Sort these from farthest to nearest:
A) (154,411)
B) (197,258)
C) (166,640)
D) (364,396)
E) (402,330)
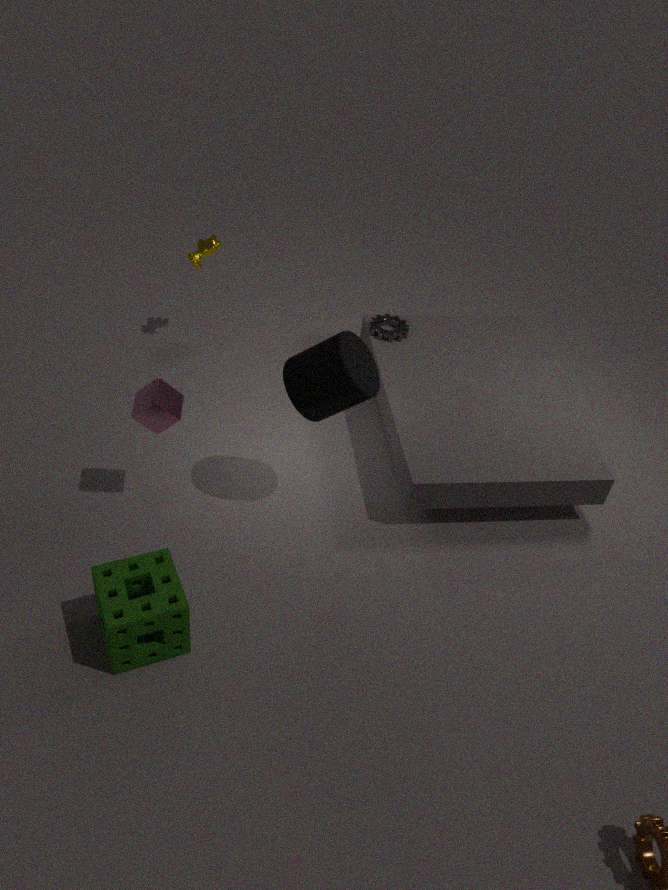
(402,330)
(197,258)
(154,411)
(364,396)
(166,640)
